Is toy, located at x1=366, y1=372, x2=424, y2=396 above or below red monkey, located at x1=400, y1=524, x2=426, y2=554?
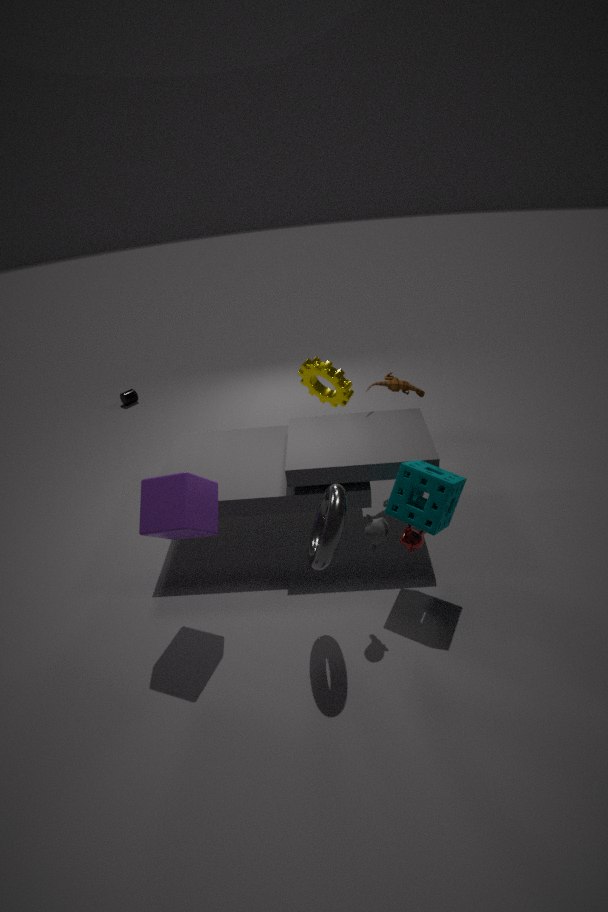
above
